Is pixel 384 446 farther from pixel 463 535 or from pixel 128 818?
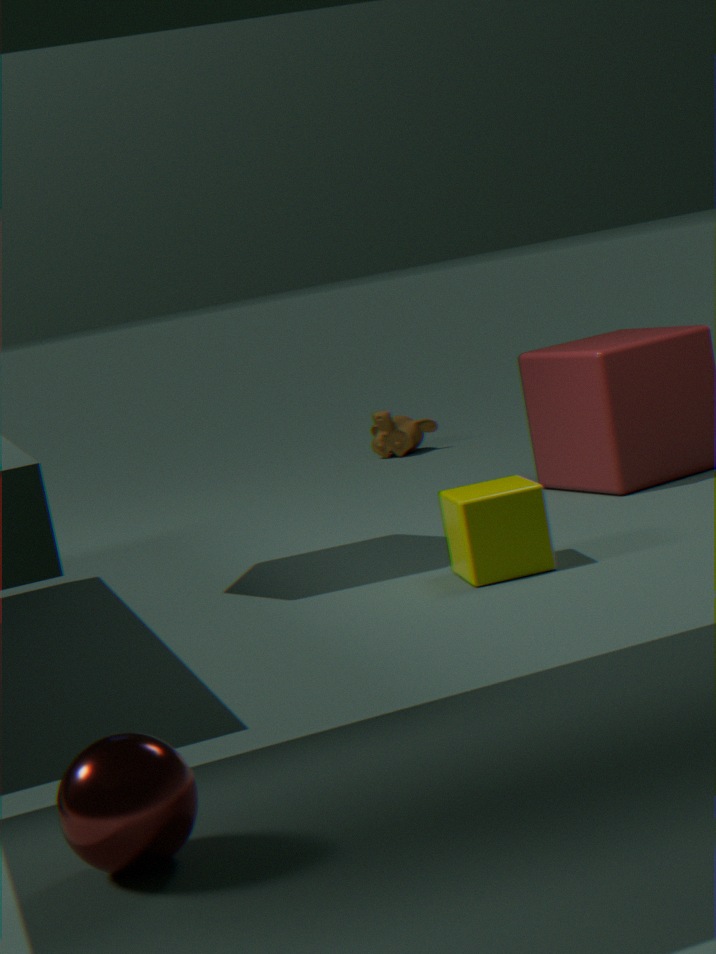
pixel 128 818
